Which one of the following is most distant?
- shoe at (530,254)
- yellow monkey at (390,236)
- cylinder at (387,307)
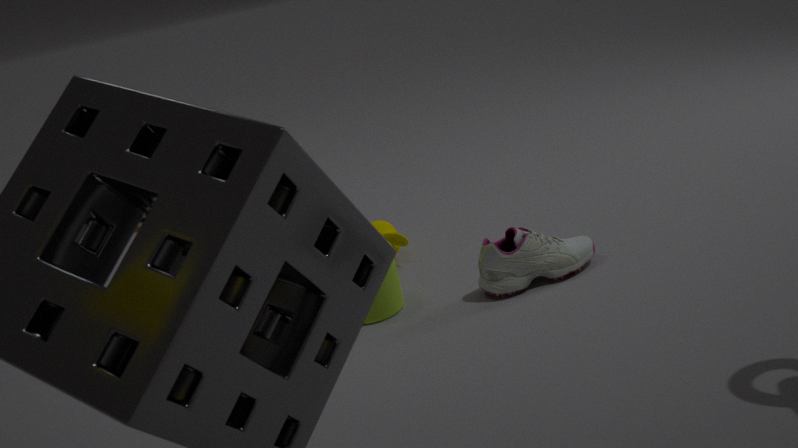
yellow monkey at (390,236)
